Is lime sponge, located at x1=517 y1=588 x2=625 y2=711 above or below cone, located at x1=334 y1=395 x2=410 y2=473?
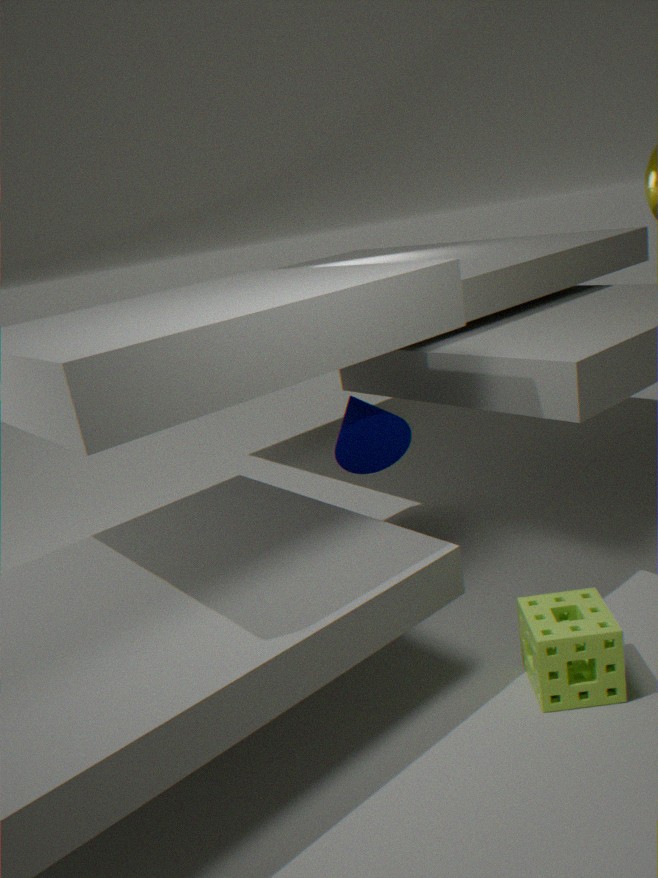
below
